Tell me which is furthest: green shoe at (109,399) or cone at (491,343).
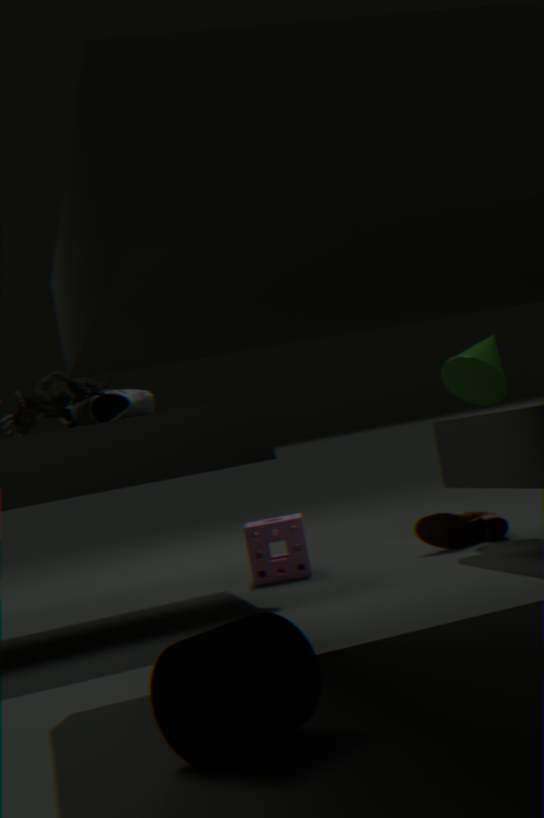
cone at (491,343)
